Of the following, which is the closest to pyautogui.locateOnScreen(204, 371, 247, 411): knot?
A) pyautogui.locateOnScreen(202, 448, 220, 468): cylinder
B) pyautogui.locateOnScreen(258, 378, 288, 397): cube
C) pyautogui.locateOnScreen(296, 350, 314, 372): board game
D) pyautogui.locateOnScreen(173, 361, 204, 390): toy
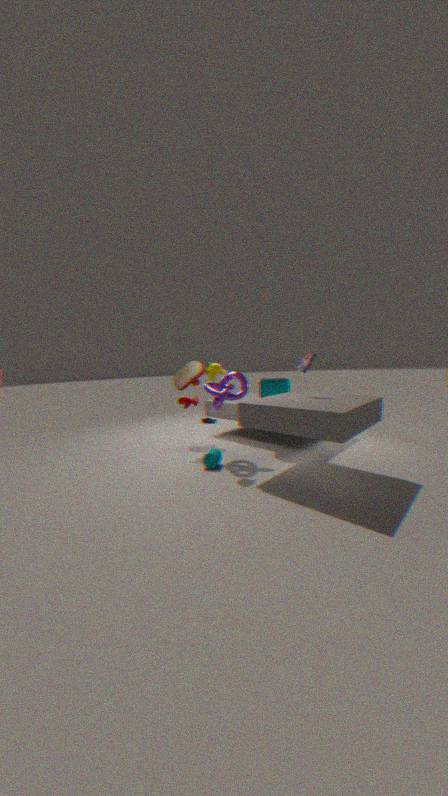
pyautogui.locateOnScreen(258, 378, 288, 397): cube
